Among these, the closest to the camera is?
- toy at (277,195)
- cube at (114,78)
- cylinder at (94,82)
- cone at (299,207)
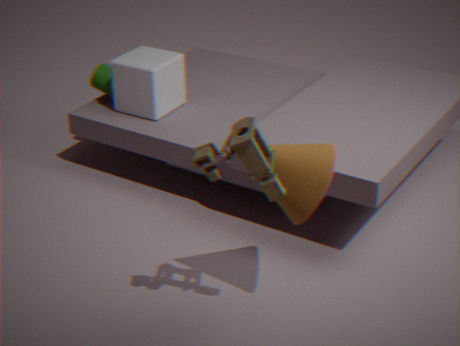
toy at (277,195)
